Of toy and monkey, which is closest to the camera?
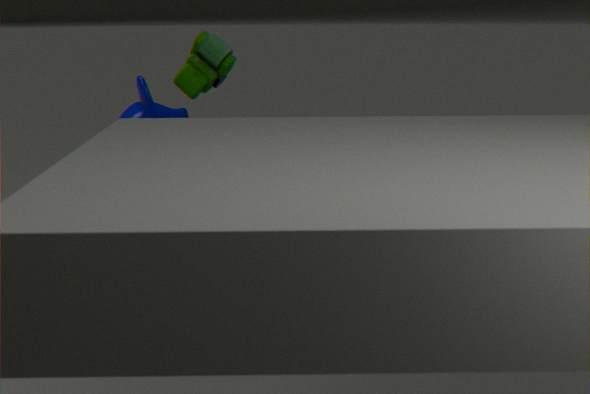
monkey
